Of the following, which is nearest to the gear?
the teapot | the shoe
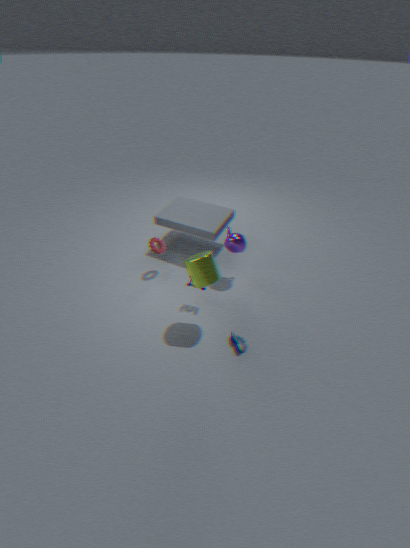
the teapot
